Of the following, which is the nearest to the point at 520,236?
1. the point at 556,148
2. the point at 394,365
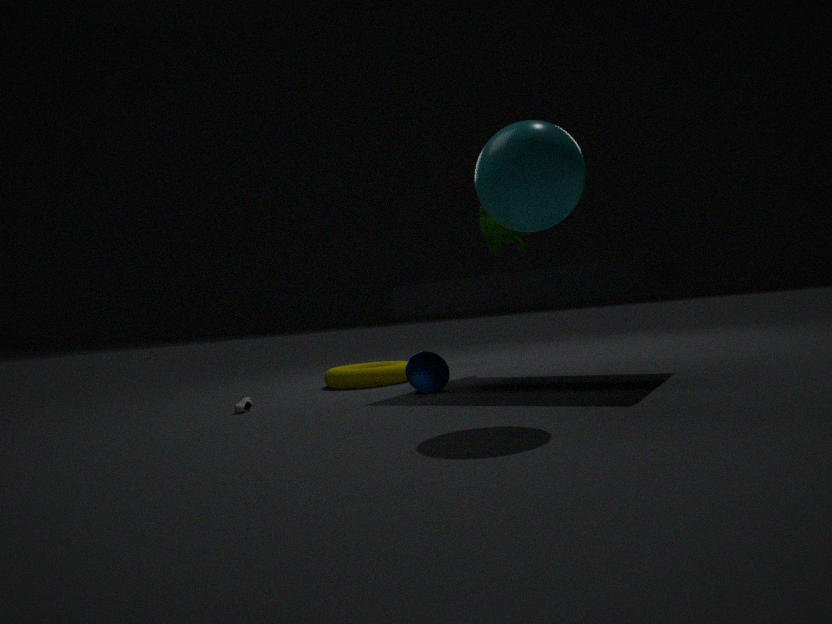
the point at 394,365
